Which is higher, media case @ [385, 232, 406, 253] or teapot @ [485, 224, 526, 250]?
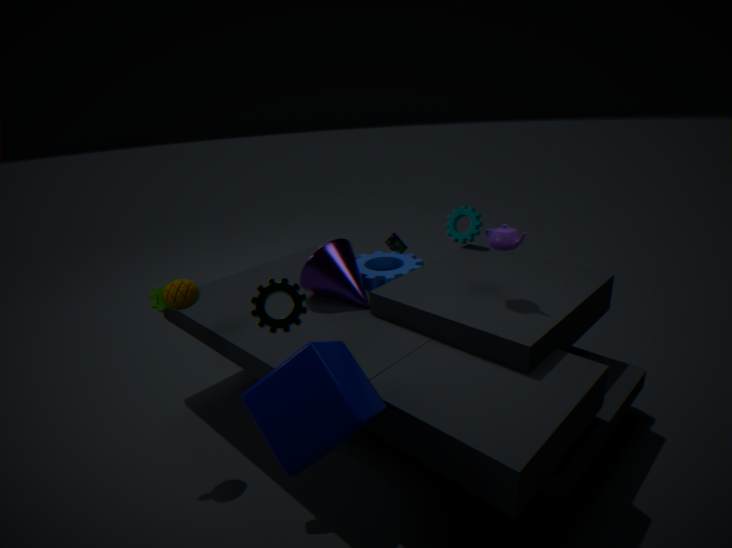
teapot @ [485, 224, 526, 250]
